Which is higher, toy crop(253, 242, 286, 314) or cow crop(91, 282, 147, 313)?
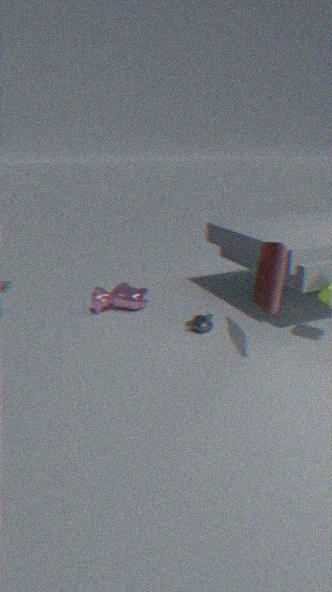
toy crop(253, 242, 286, 314)
